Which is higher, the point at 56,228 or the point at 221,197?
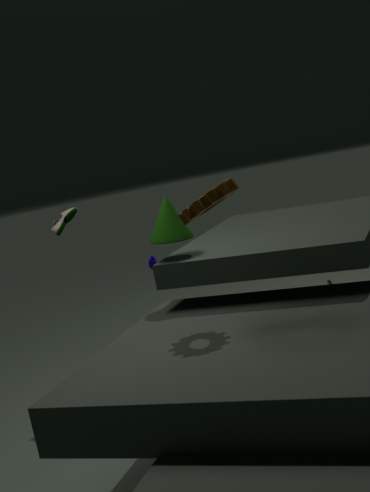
the point at 221,197
